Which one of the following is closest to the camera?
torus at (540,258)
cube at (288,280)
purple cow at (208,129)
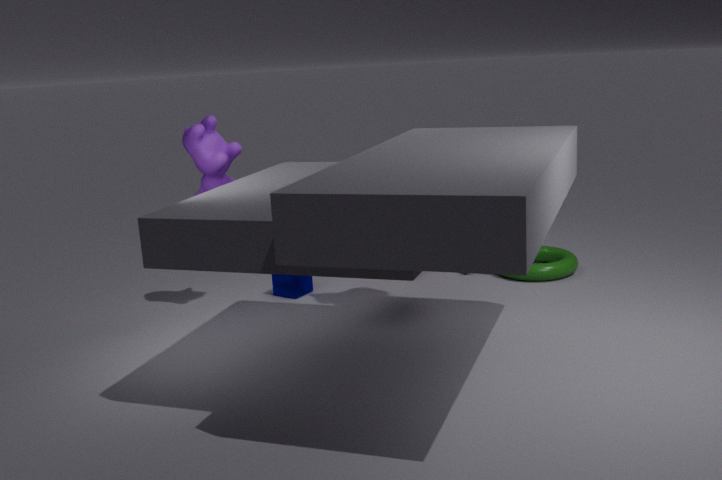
purple cow at (208,129)
